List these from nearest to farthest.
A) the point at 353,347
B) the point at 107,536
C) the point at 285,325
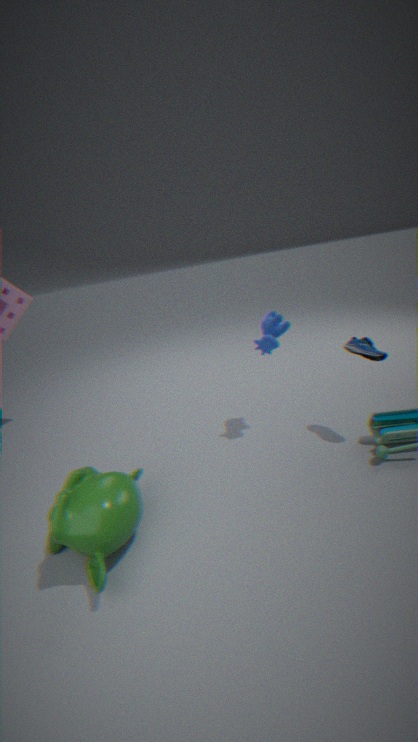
1. the point at 107,536
2. the point at 353,347
3. the point at 285,325
